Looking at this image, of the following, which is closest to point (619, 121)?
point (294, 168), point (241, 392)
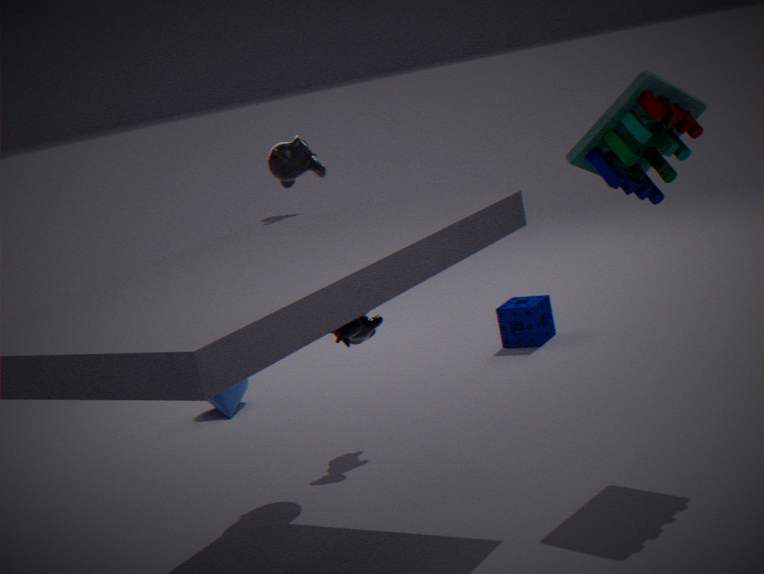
point (294, 168)
